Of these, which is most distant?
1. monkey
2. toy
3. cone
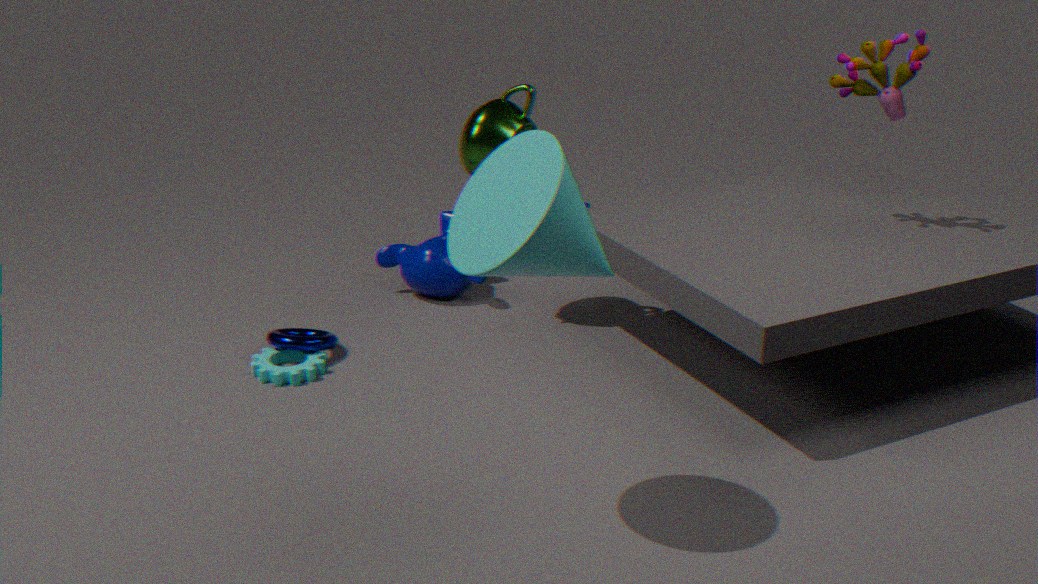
monkey
